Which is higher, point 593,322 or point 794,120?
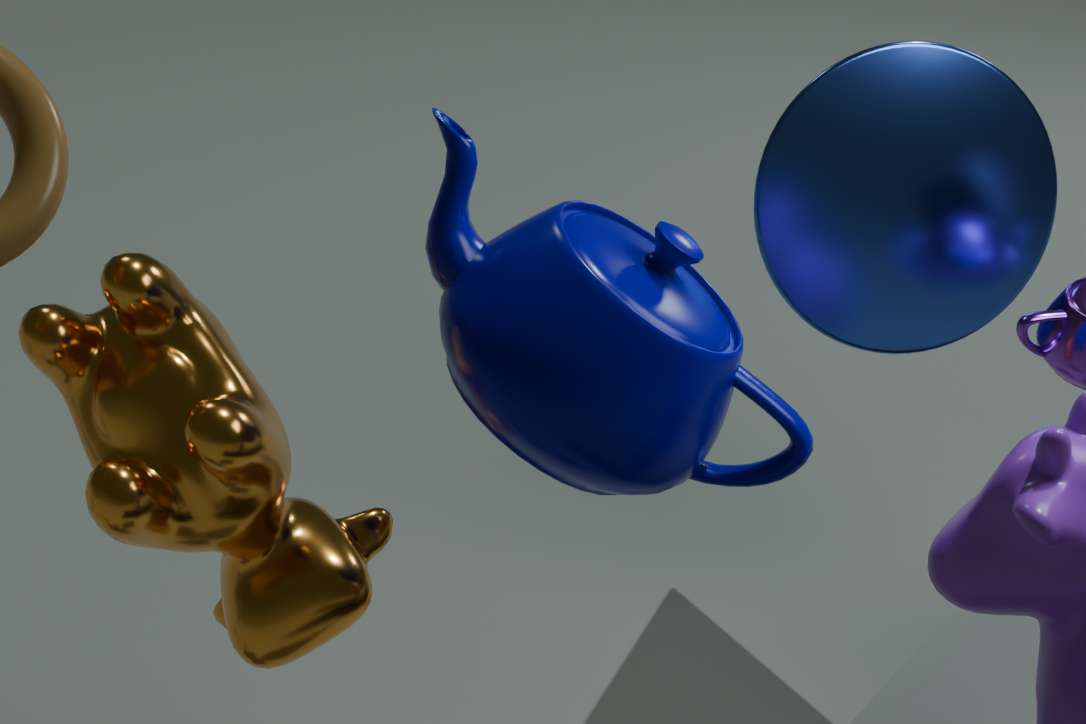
point 593,322
